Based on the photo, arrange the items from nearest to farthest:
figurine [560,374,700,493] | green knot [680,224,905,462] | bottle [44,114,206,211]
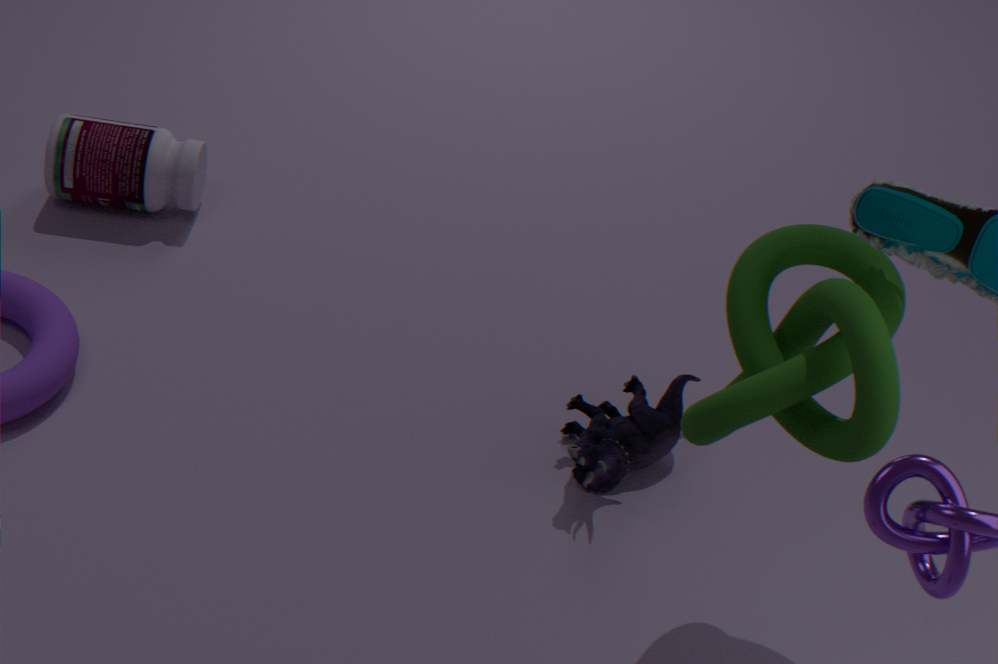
green knot [680,224,905,462]
figurine [560,374,700,493]
bottle [44,114,206,211]
